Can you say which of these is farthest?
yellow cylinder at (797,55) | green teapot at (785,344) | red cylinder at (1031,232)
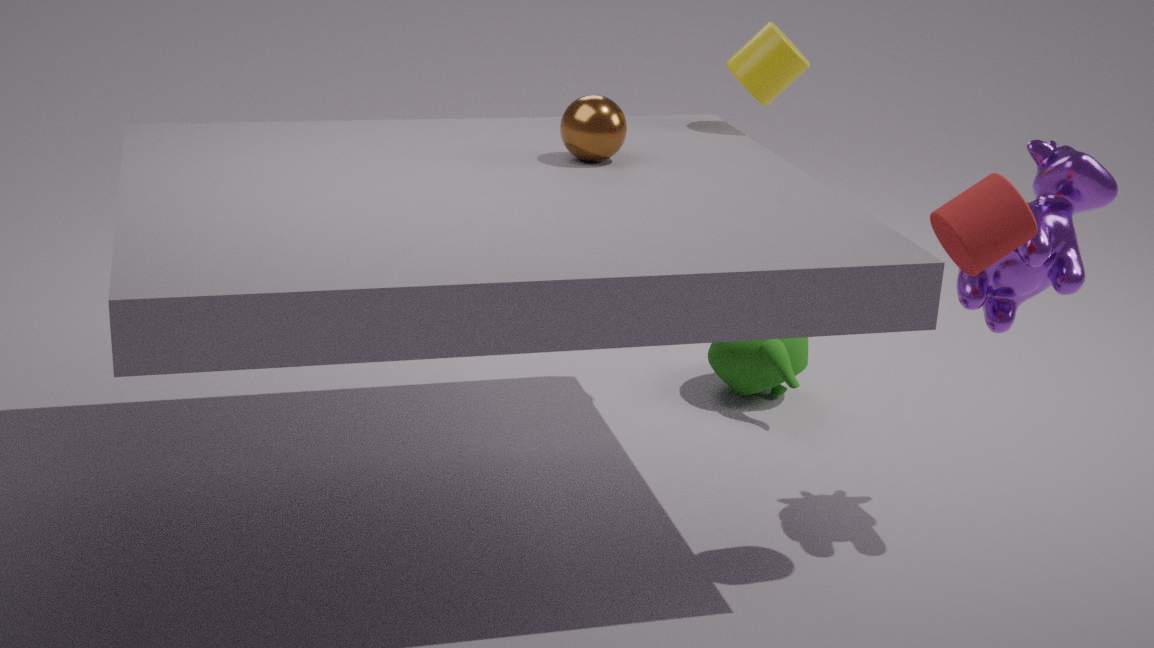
green teapot at (785,344)
